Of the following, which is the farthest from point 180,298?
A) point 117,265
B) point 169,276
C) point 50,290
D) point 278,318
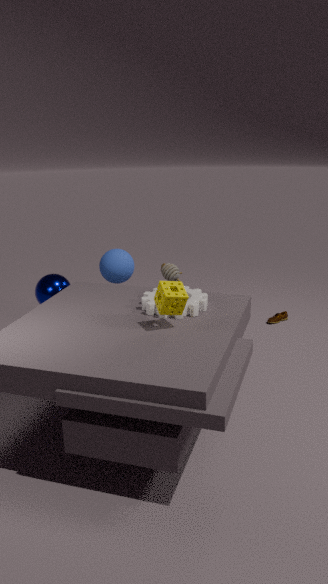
point 278,318
